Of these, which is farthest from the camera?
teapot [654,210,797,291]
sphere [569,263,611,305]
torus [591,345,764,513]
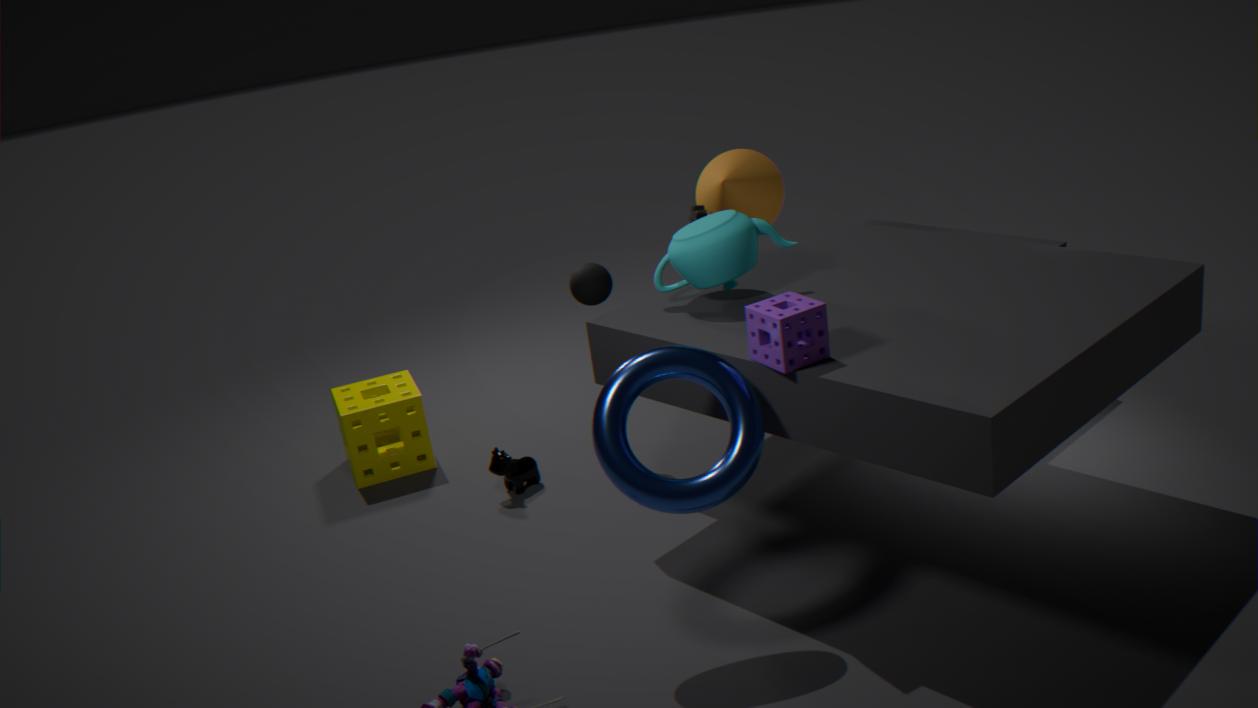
sphere [569,263,611,305]
